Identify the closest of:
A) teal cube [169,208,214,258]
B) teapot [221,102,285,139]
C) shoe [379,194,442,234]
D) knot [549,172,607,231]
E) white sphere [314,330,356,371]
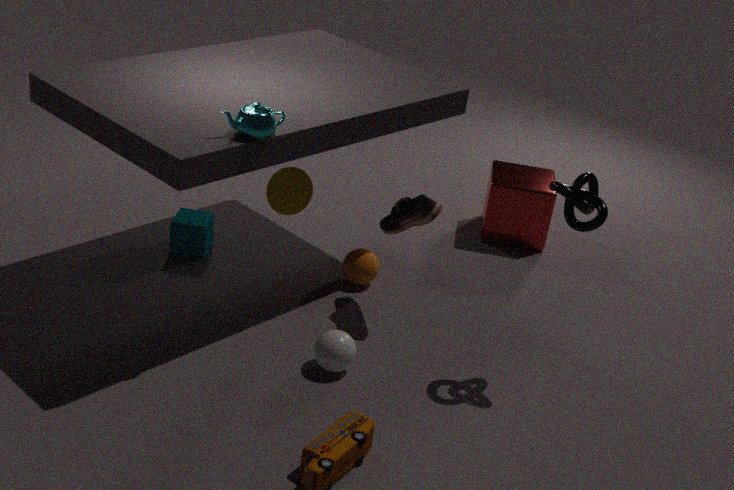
teapot [221,102,285,139]
